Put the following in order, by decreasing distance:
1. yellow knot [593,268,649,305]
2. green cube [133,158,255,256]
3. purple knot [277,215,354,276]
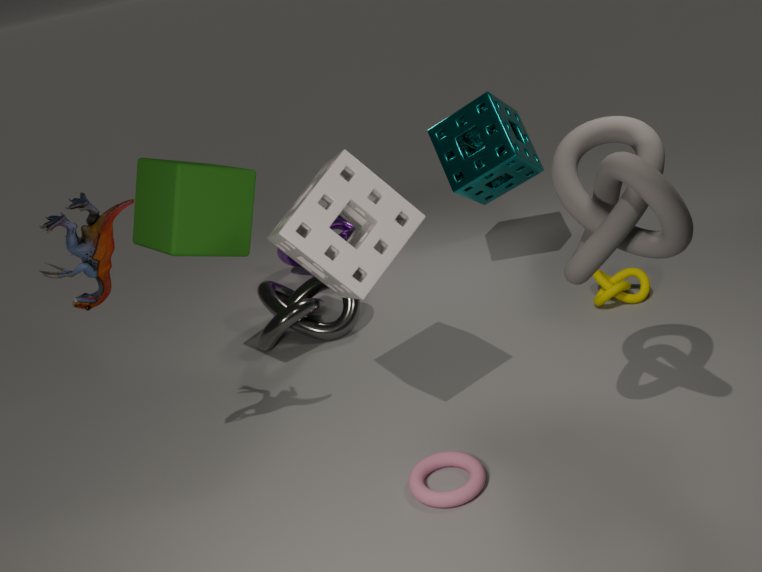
1. purple knot [277,215,354,276]
2. yellow knot [593,268,649,305]
3. green cube [133,158,255,256]
